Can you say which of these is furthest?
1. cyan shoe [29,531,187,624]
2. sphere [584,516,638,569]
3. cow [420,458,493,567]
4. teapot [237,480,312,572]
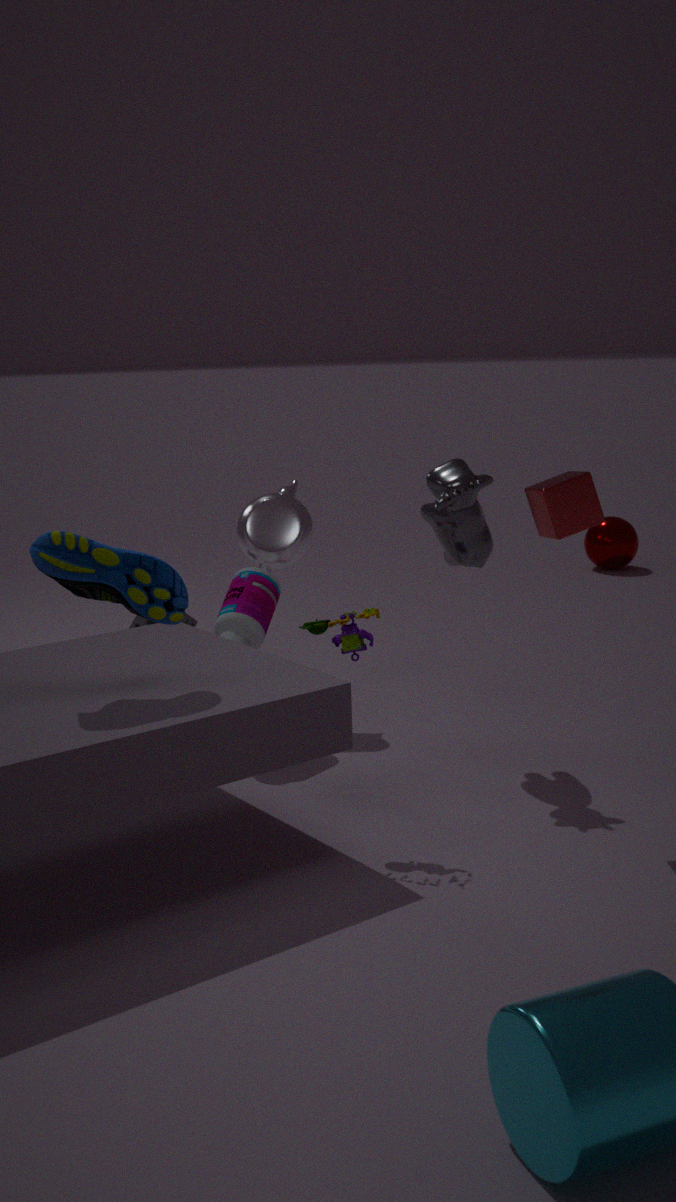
sphere [584,516,638,569]
